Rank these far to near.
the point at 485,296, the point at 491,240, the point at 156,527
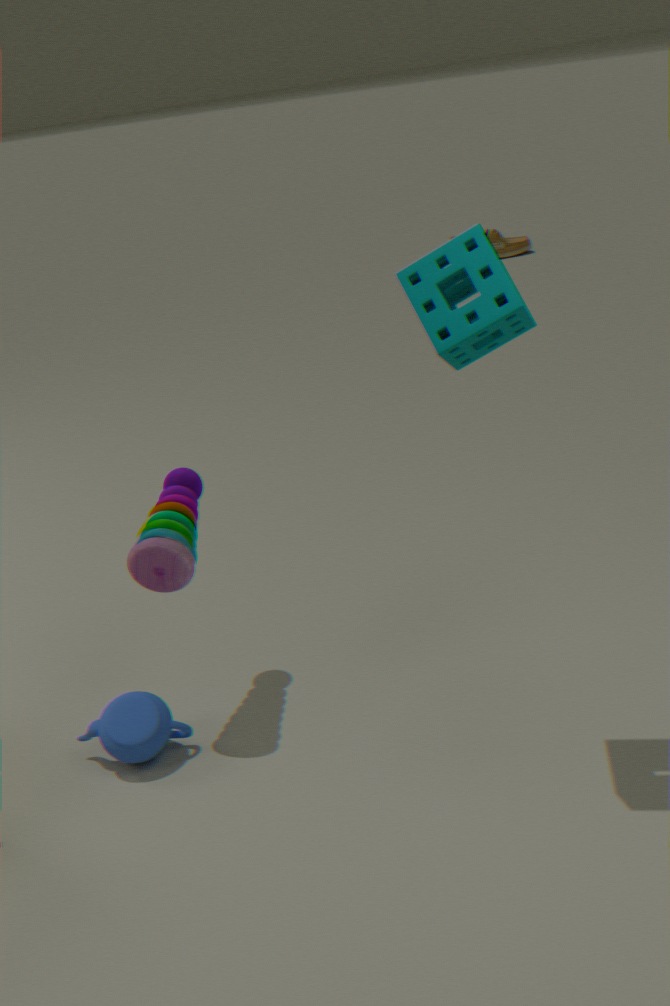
the point at 491,240 → the point at 156,527 → the point at 485,296
